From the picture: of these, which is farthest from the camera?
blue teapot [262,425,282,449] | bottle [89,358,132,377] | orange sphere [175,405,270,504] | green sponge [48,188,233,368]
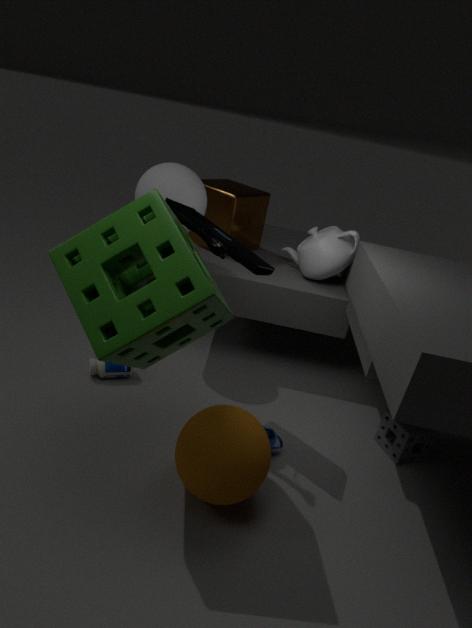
bottle [89,358,132,377]
